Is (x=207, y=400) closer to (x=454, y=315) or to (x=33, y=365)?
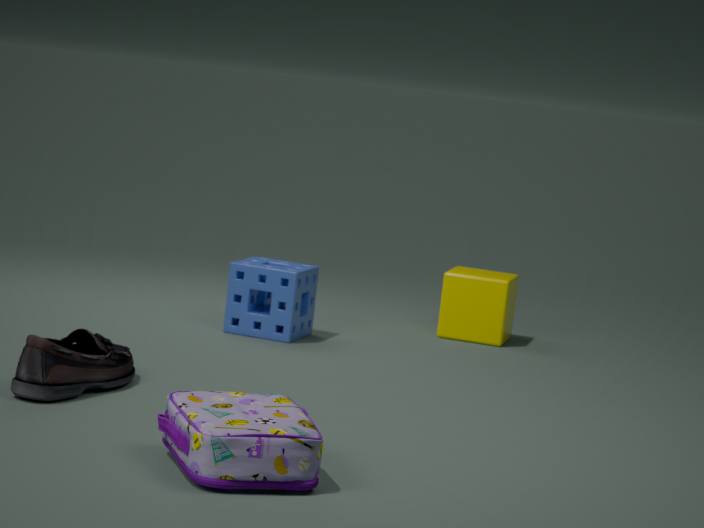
(x=33, y=365)
